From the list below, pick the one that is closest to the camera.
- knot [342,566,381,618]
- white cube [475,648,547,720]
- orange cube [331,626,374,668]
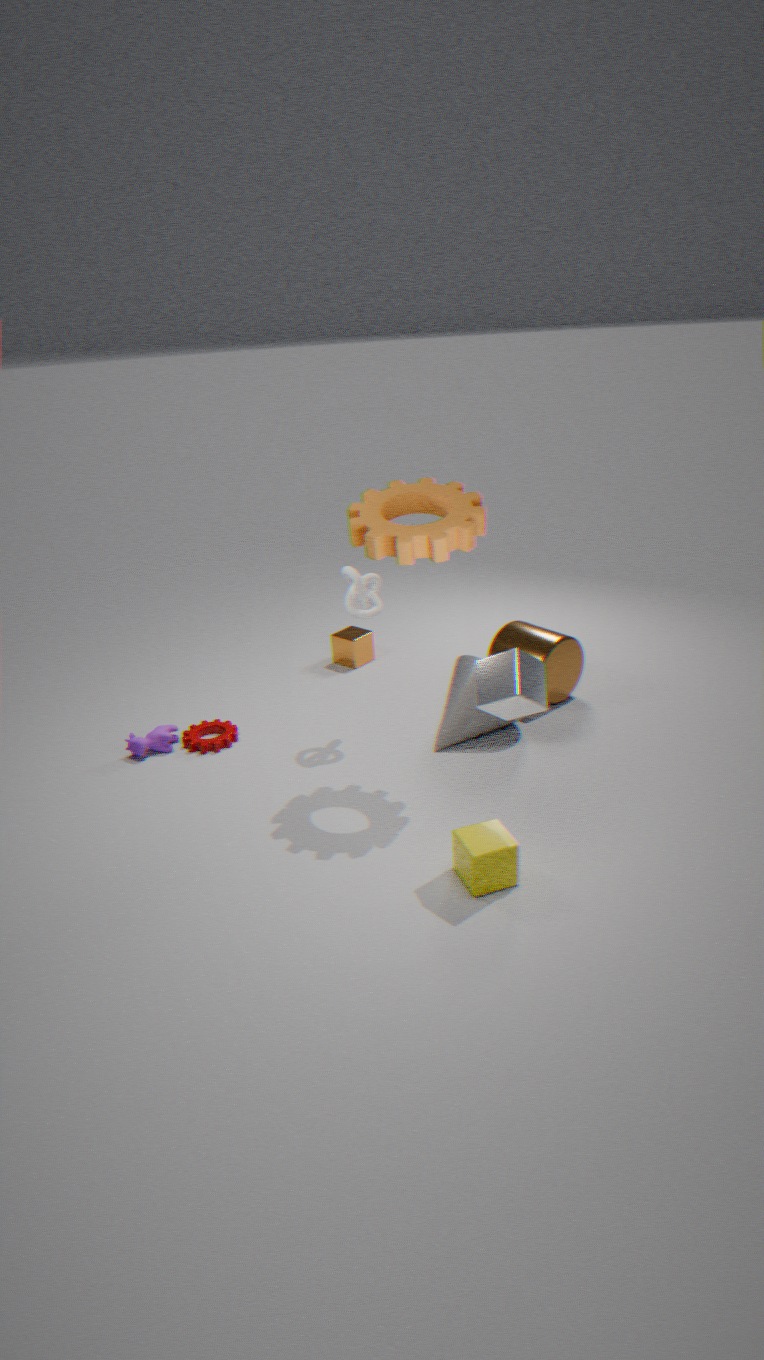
white cube [475,648,547,720]
